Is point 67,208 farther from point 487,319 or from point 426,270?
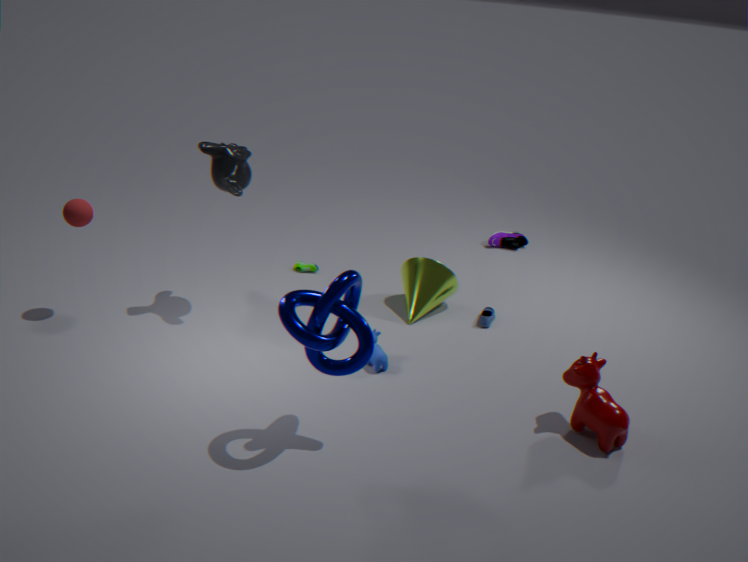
point 487,319
